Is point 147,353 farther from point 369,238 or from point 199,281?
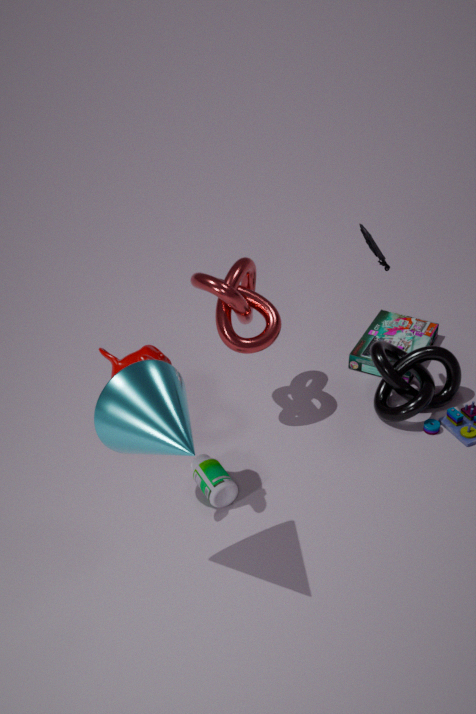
point 369,238
